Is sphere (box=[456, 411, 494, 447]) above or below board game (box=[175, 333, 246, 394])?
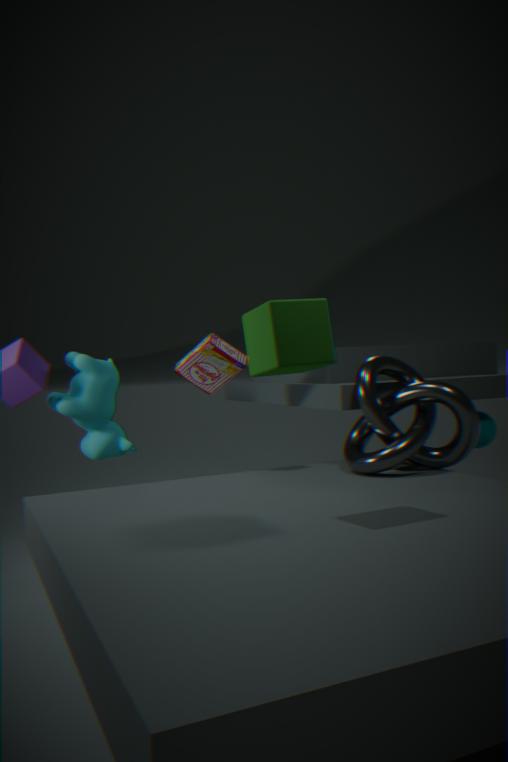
below
